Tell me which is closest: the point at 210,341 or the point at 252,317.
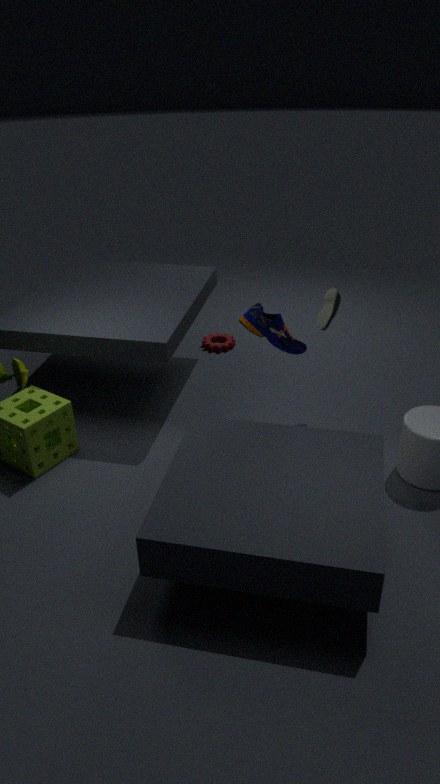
the point at 252,317
